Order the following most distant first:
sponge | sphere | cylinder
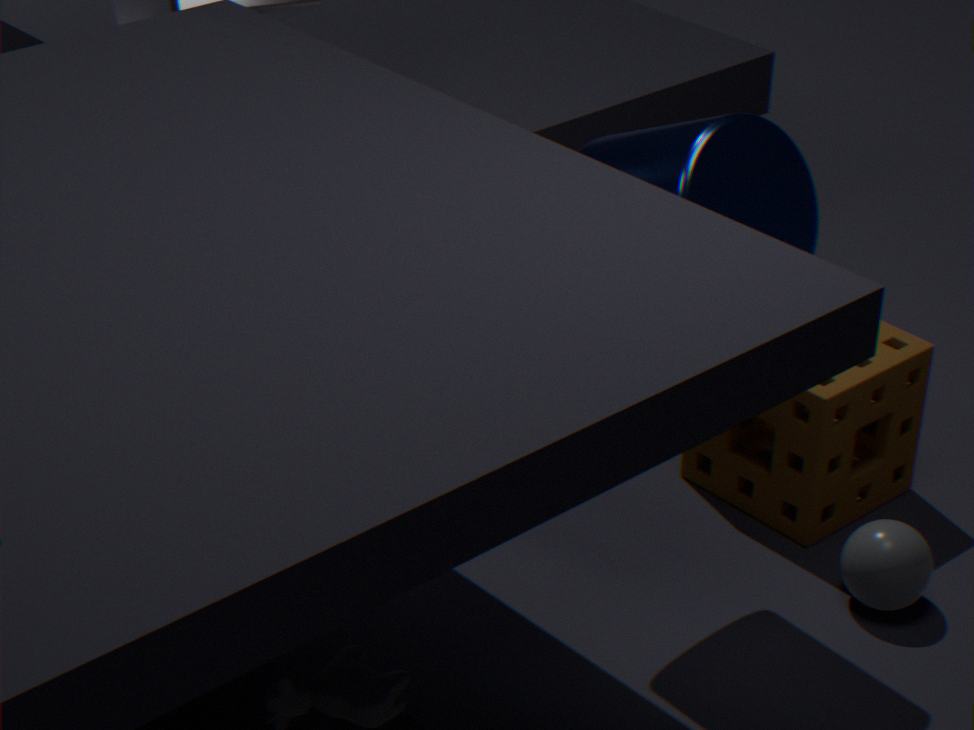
sponge → sphere → cylinder
